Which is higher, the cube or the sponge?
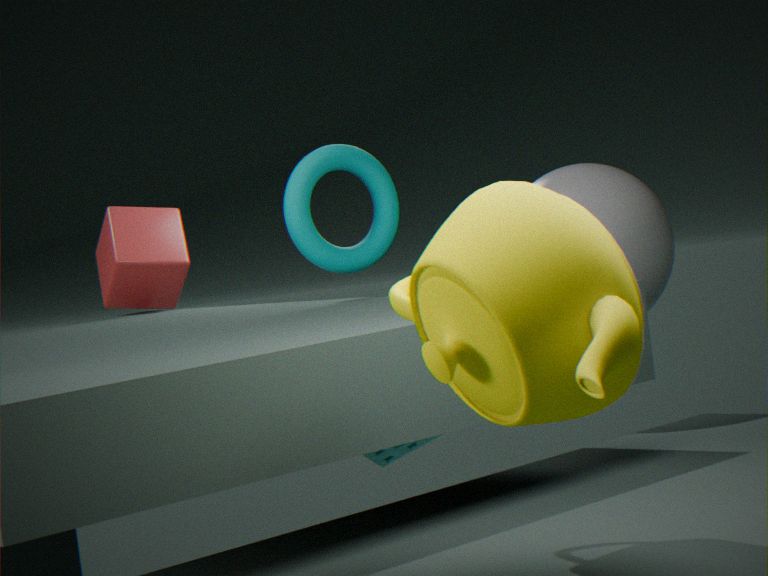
the cube
